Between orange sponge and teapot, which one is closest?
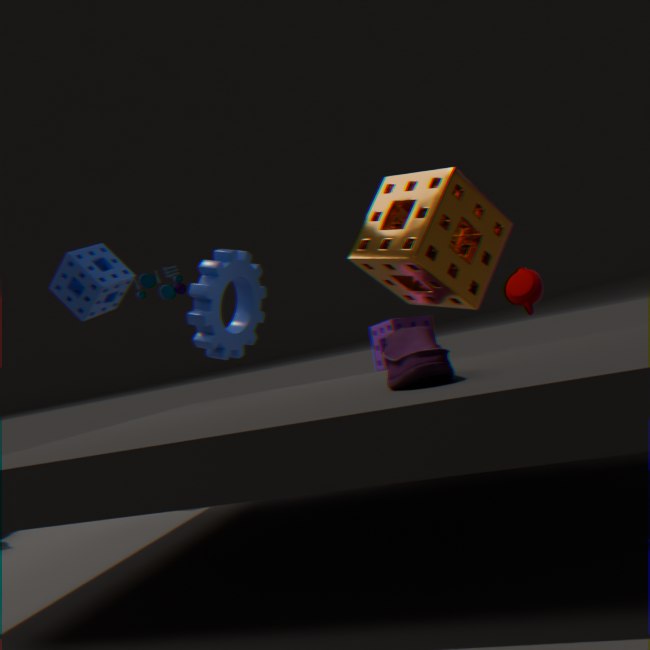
orange sponge
